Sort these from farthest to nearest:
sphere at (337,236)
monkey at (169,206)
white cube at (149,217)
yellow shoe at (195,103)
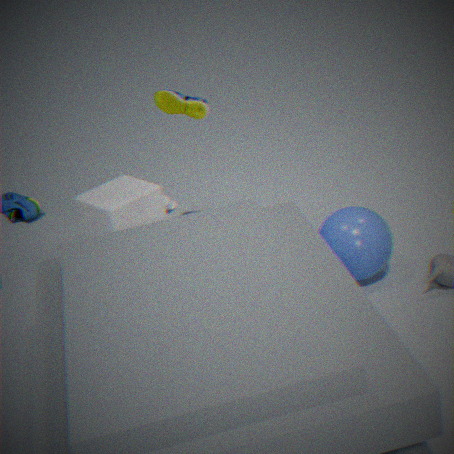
monkey at (169,206) → white cube at (149,217) → yellow shoe at (195,103) → sphere at (337,236)
